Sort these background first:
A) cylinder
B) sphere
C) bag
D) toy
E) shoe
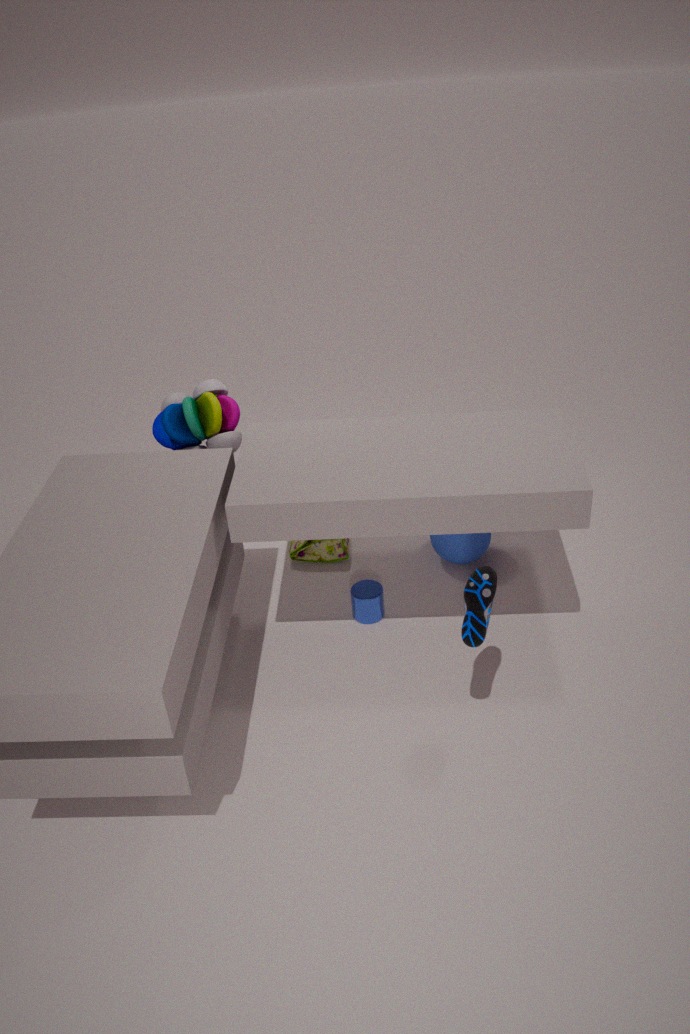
1. bag
2. sphere
3. toy
4. cylinder
5. shoe
